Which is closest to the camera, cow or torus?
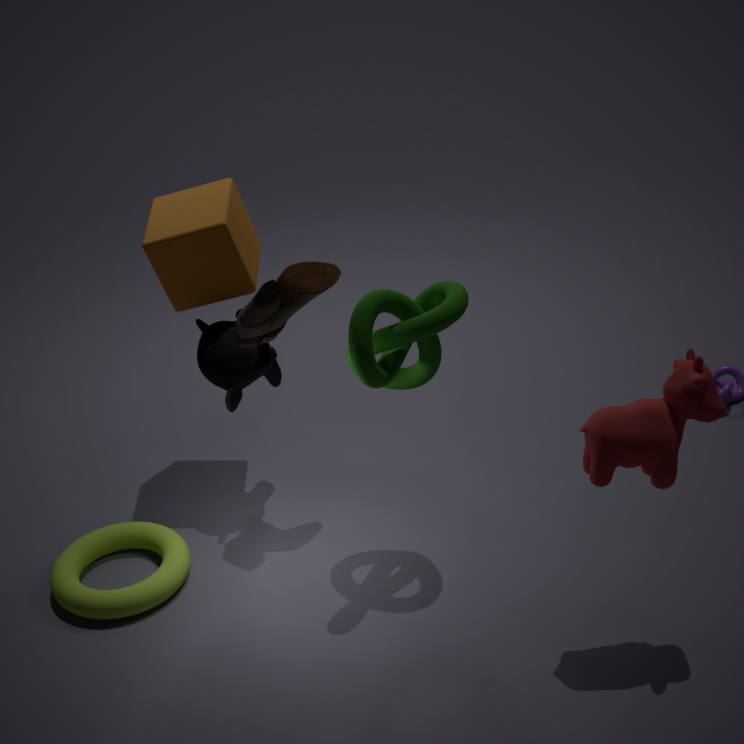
cow
